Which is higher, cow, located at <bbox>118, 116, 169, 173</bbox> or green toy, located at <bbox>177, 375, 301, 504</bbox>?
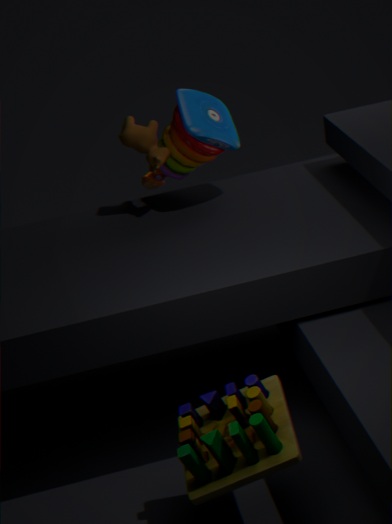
cow, located at <bbox>118, 116, 169, 173</bbox>
